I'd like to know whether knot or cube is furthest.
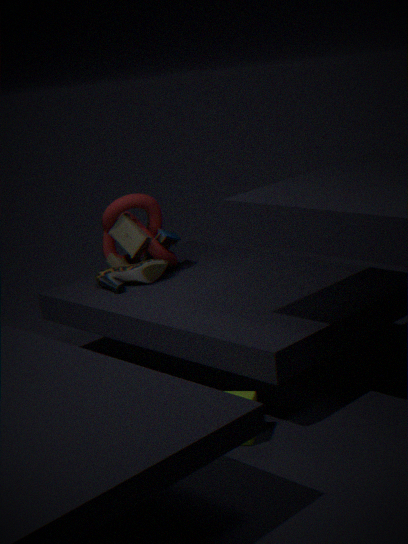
knot
